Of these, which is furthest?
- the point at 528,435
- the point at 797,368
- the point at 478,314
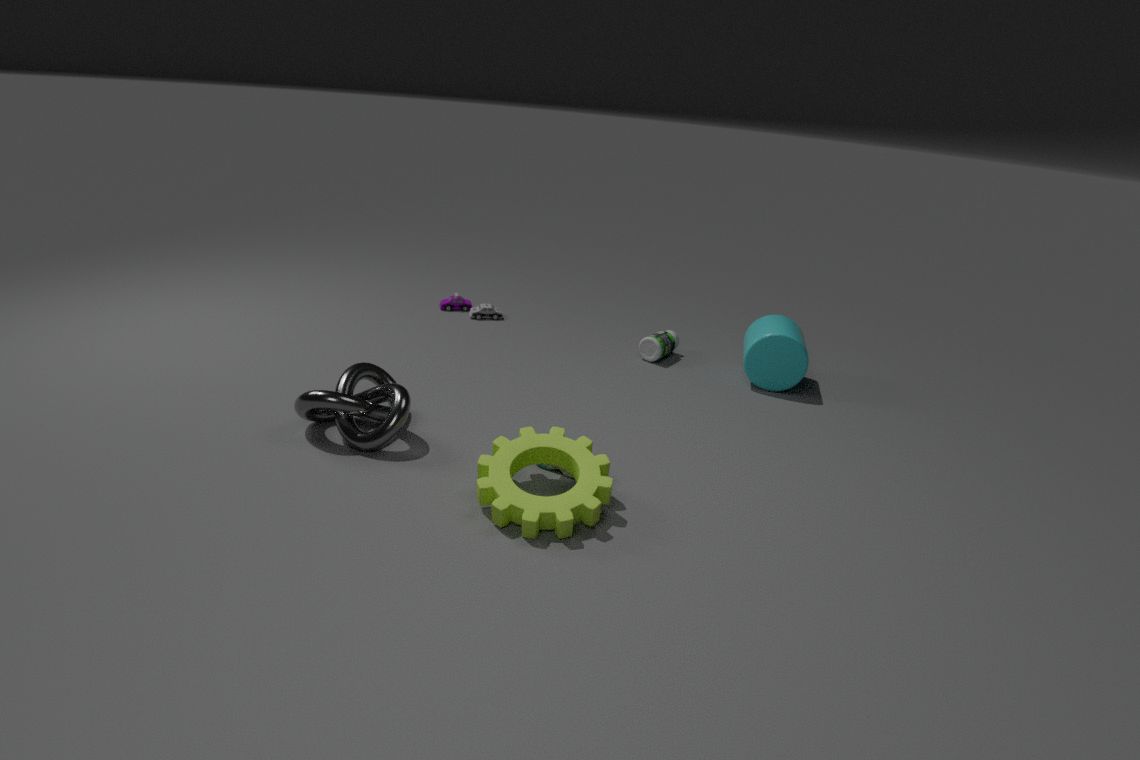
the point at 478,314
